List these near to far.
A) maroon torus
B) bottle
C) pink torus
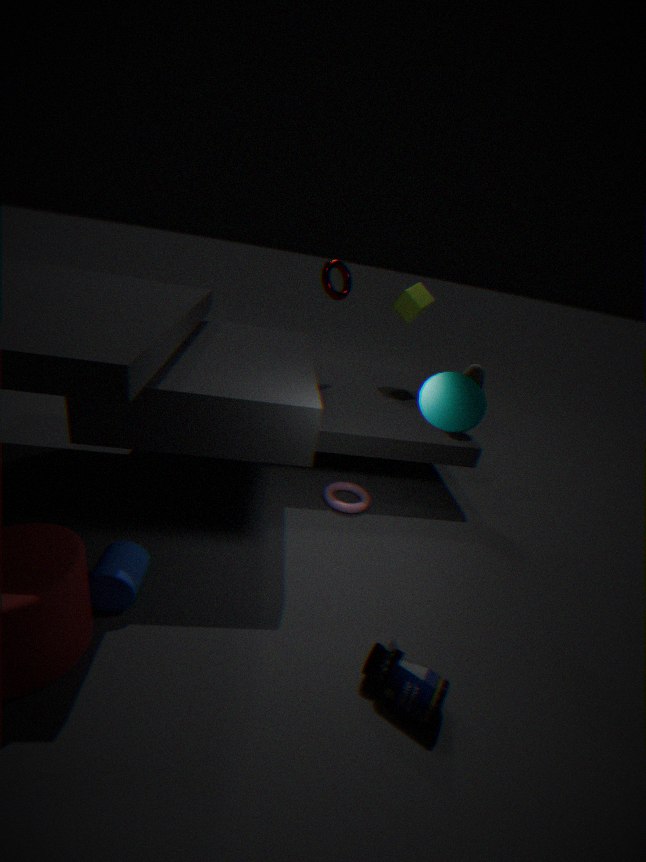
bottle
pink torus
maroon torus
